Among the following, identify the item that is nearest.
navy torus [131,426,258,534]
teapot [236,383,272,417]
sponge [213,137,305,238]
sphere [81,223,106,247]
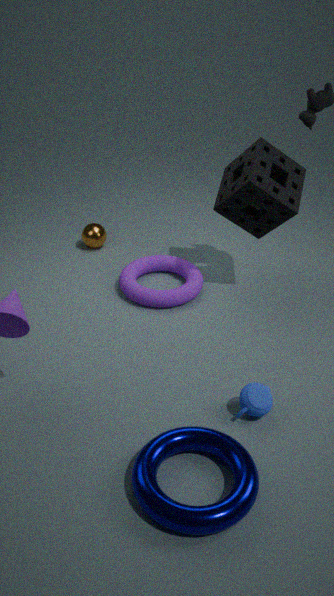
navy torus [131,426,258,534]
